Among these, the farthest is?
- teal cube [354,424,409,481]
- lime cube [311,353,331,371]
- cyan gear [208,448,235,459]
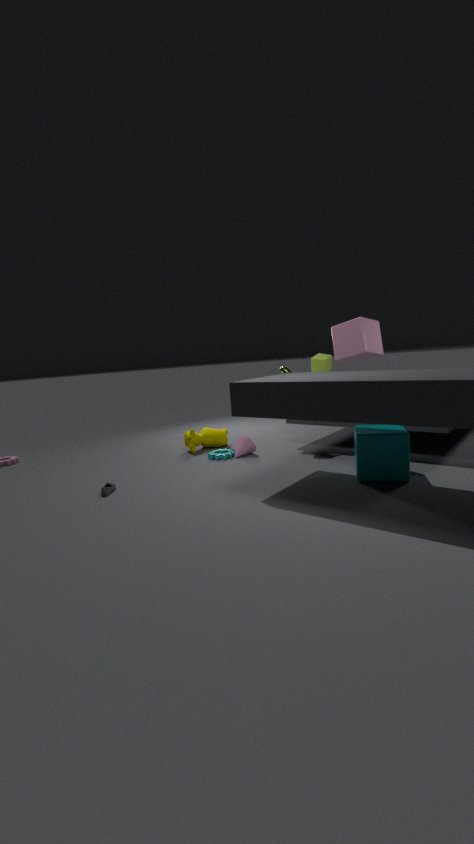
lime cube [311,353,331,371]
